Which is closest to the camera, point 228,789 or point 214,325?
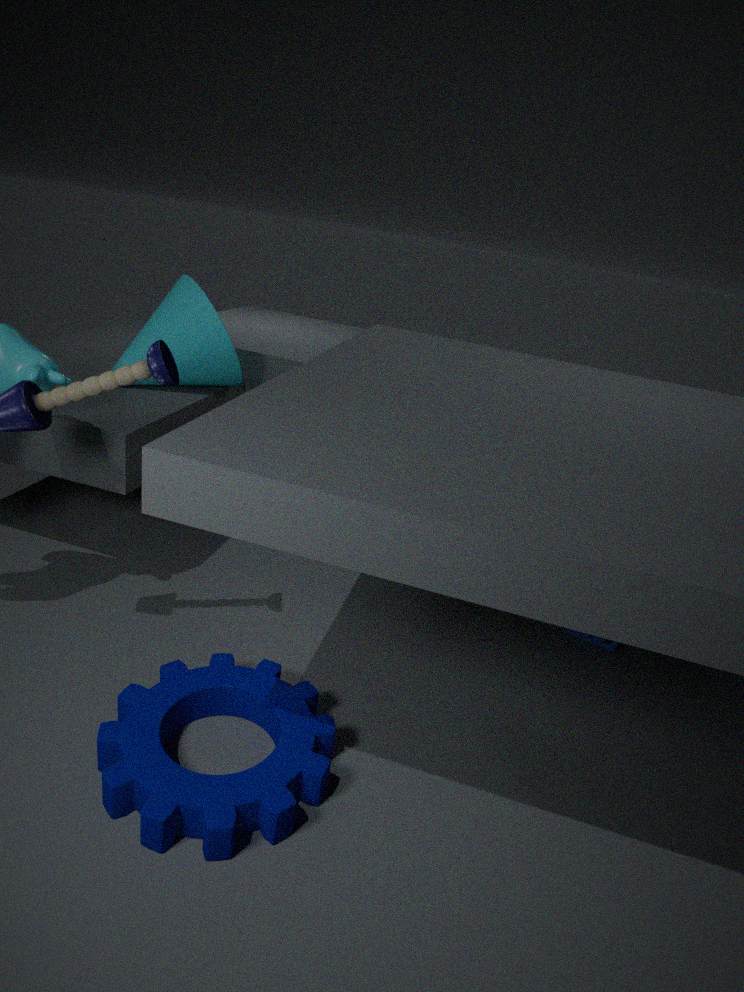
point 228,789
